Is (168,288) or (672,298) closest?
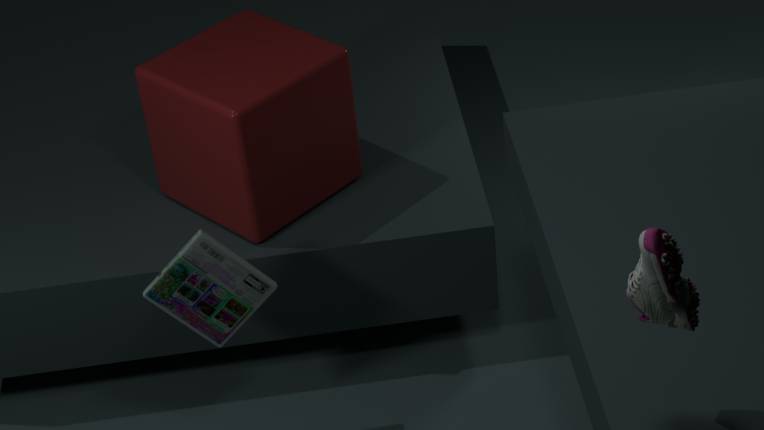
(672,298)
